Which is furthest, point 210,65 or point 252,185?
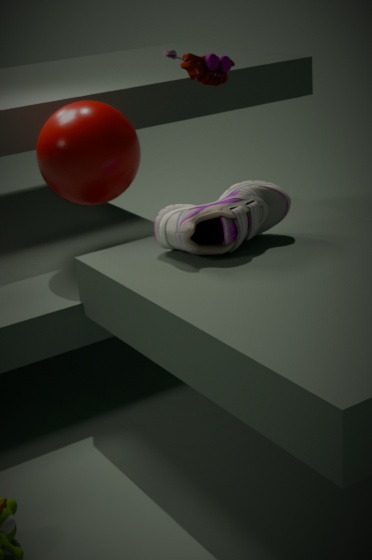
point 210,65
